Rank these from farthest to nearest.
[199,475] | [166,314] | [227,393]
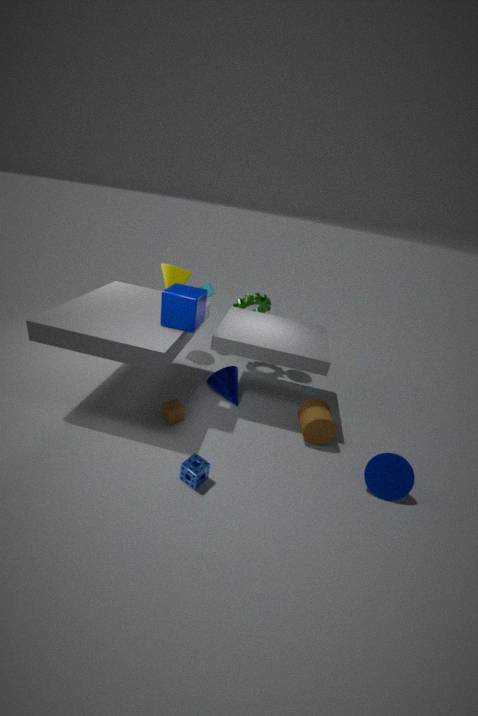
1. [227,393]
2. [166,314]
3. [199,475]
